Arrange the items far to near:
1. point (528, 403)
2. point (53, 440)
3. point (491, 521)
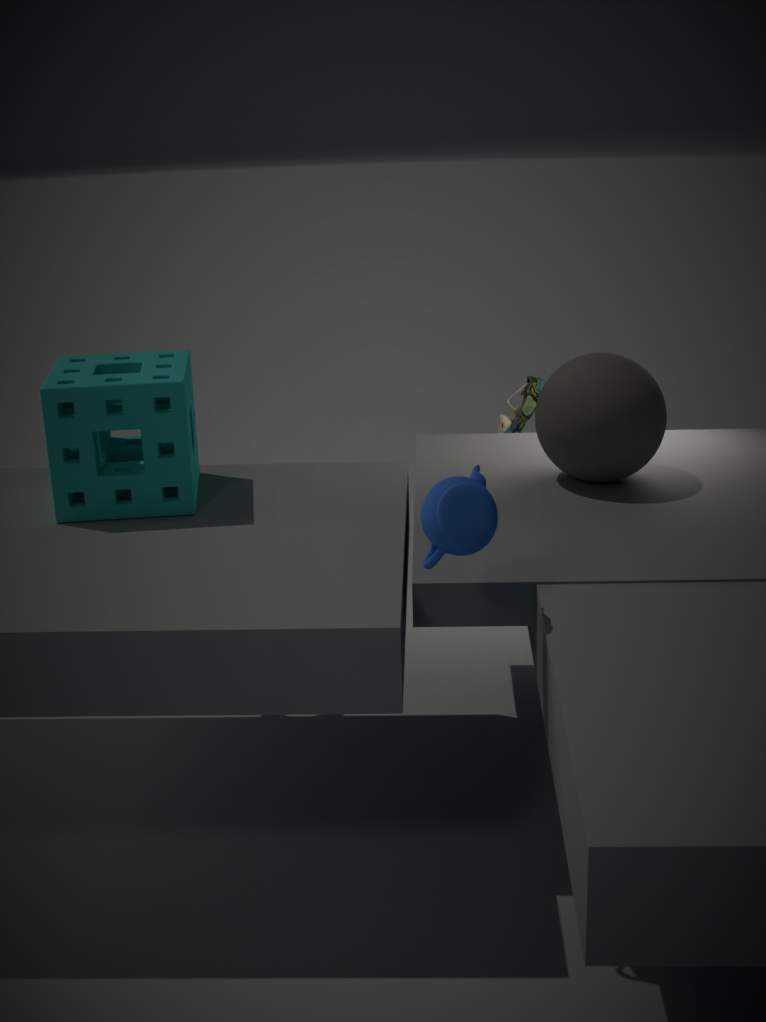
point (528, 403), point (53, 440), point (491, 521)
